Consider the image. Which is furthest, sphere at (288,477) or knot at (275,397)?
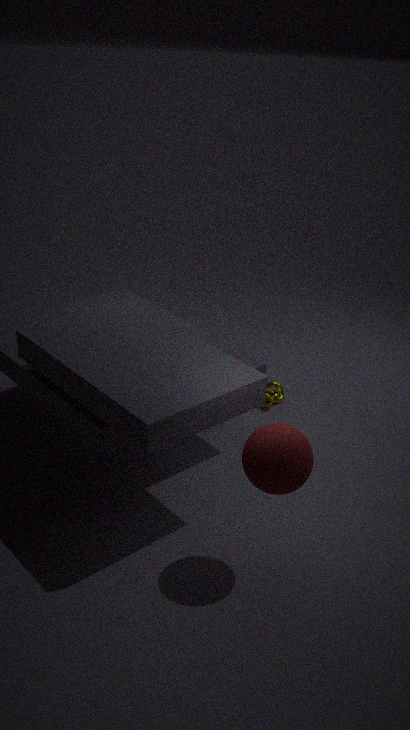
knot at (275,397)
